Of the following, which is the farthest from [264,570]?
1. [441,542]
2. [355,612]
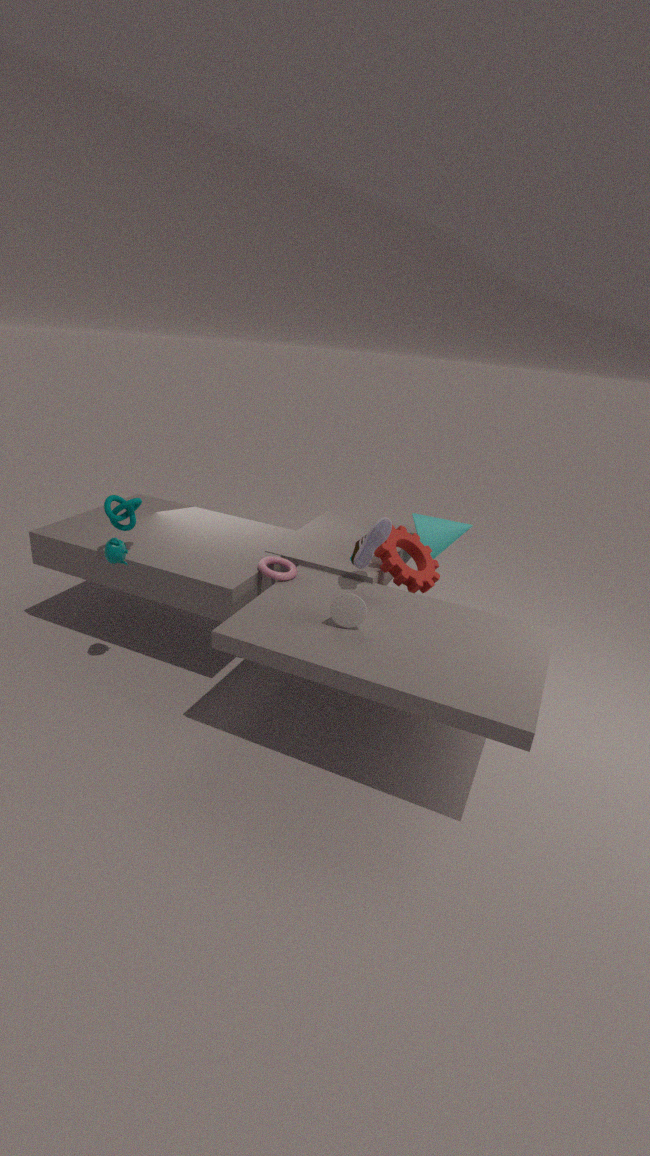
[441,542]
